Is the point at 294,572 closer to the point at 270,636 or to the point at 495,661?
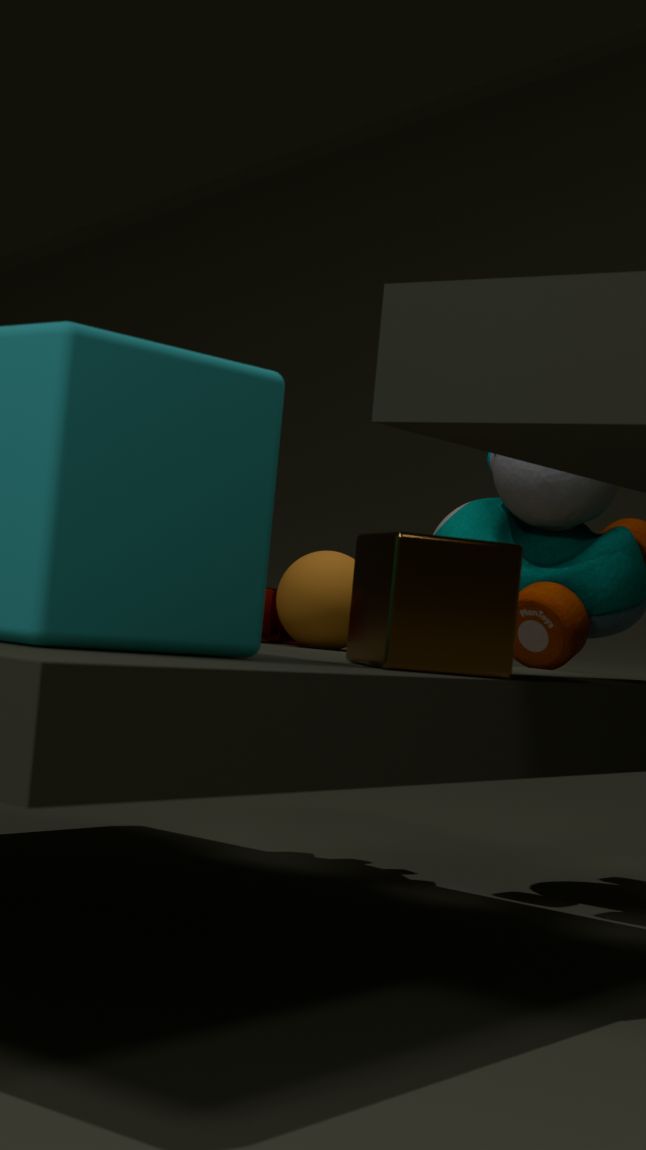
the point at 270,636
